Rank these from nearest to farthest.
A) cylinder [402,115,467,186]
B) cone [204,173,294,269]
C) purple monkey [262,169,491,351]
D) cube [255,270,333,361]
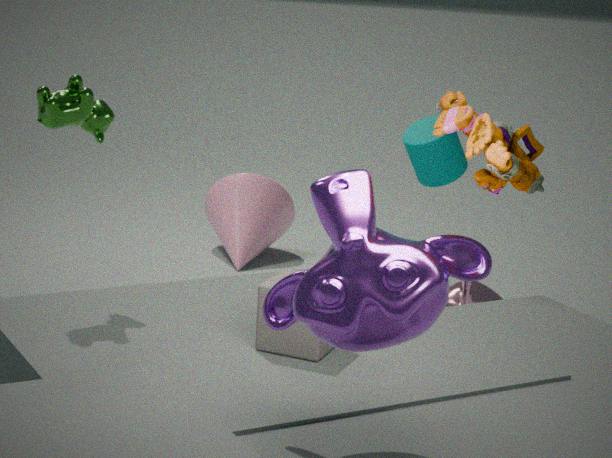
purple monkey [262,169,491,351] < cube [255,270,333,361] < cylinder [402,115,467,186] < cone [204,173,294,269]
